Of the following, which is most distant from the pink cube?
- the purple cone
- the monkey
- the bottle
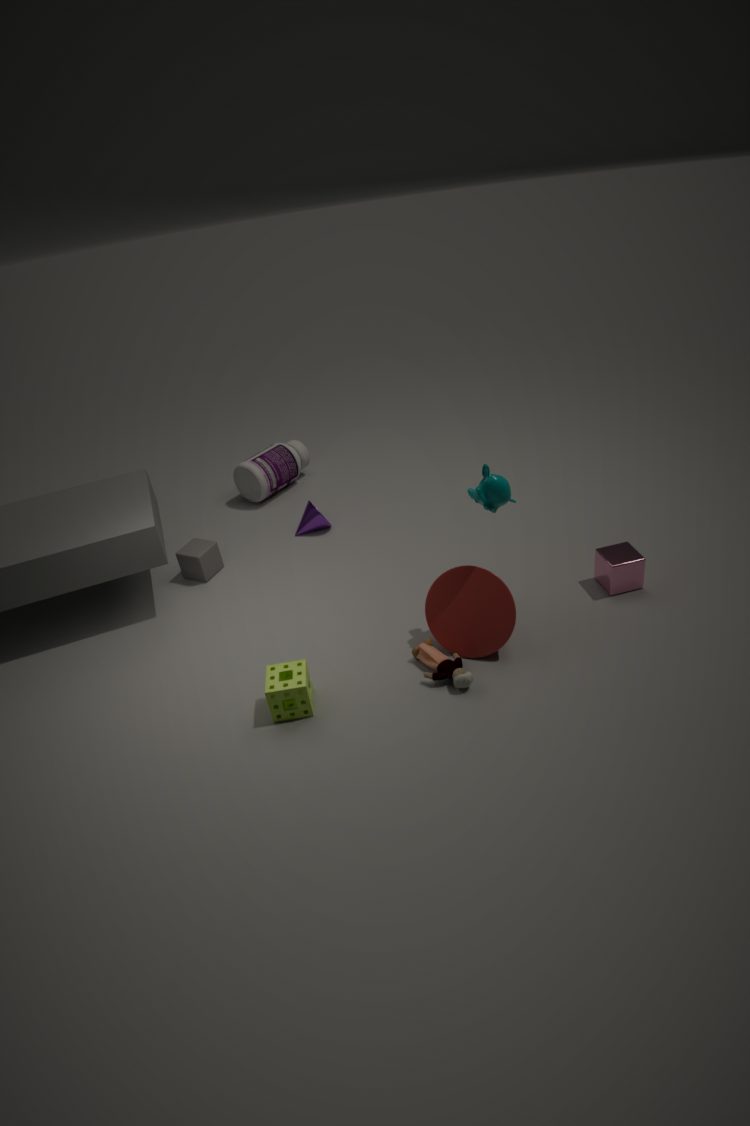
the bottle
